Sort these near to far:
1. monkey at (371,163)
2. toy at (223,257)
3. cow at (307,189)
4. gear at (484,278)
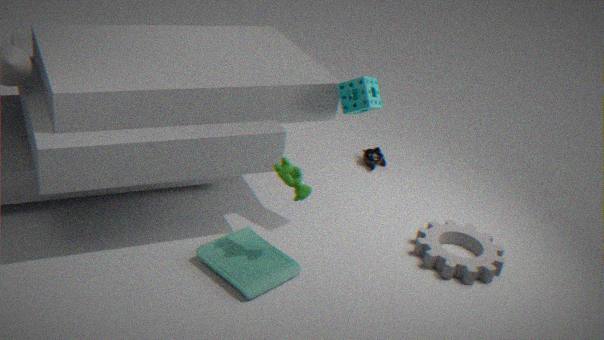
1. cow at (307,189)
2. toy at (223,257)
3. gear at (484,278)
4. monkey at (371,163)
